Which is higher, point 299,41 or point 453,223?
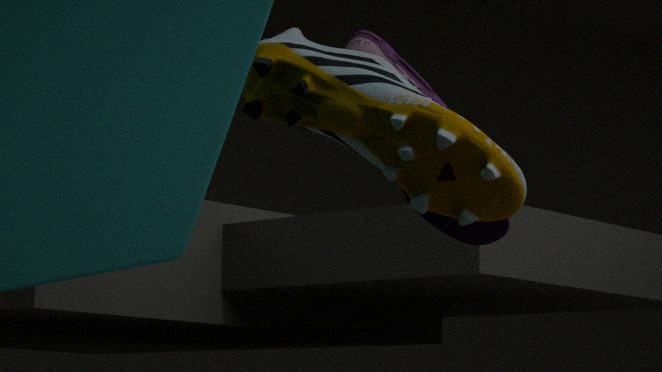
point 453,223
